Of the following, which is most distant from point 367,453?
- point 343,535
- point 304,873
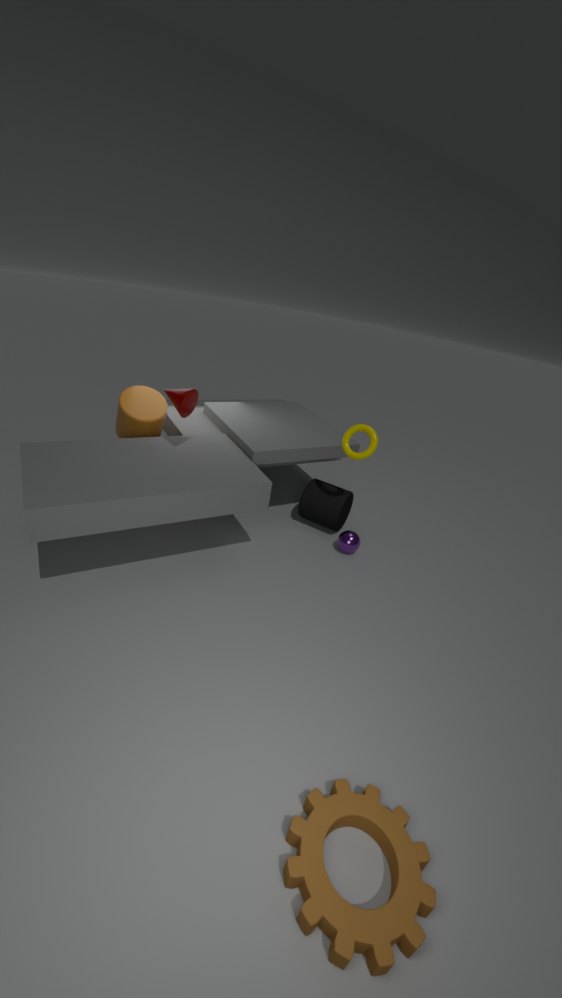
point 304,873
